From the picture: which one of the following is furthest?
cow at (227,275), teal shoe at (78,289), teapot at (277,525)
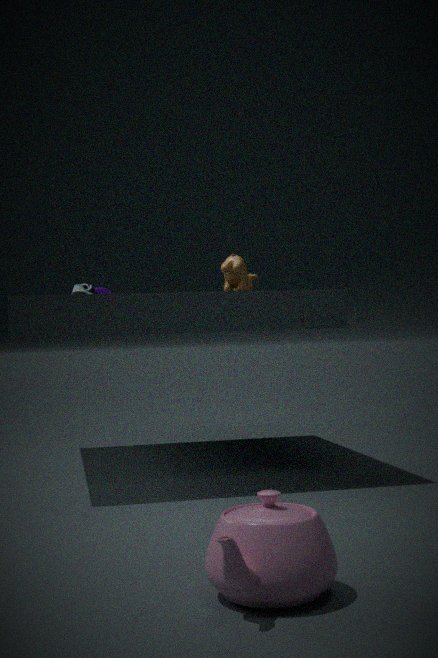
teal shoe at (78,289)
